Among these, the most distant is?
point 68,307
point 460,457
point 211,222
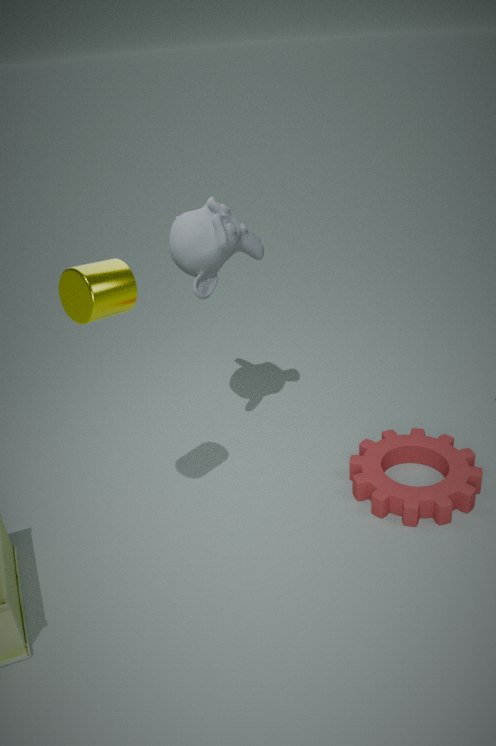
point 460,457
